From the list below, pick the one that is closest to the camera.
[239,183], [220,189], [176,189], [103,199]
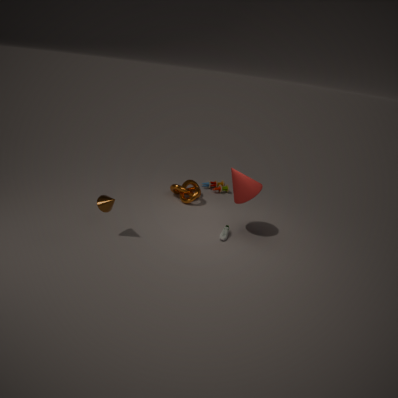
[103,199]
